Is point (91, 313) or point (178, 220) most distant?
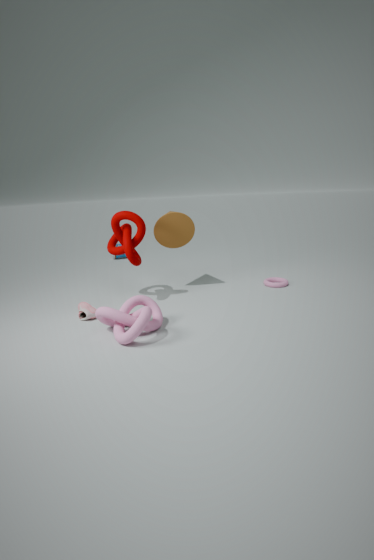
point (178, 220)
